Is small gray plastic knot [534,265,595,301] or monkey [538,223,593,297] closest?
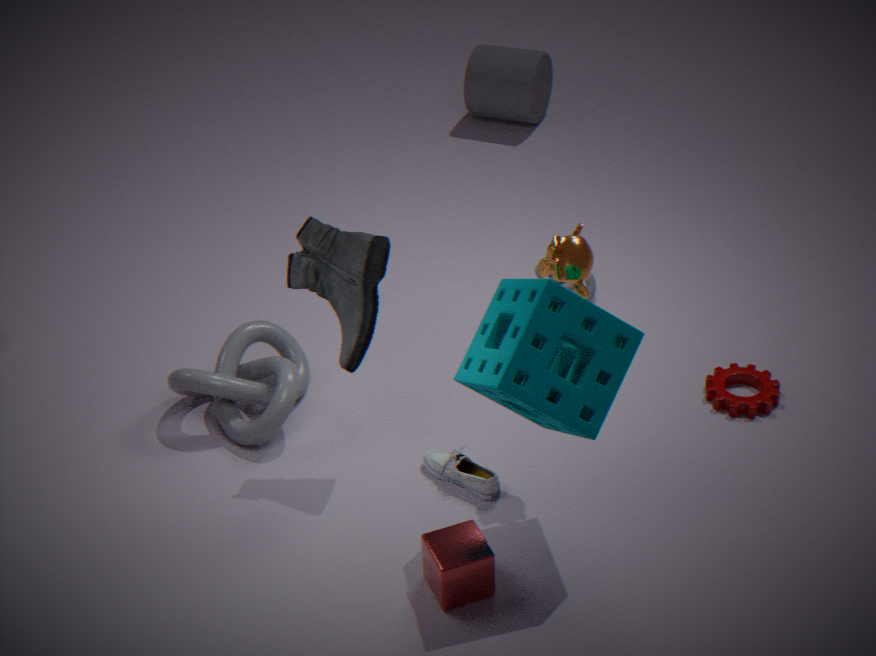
monkey [538,223,593,297]
